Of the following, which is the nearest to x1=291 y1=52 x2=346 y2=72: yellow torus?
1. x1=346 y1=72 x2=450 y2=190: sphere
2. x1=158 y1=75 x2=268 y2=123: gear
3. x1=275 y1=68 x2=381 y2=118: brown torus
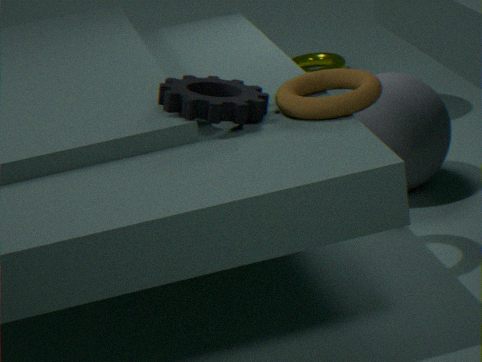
x1=346 y1=72 x2=450 y2=190: sphere
